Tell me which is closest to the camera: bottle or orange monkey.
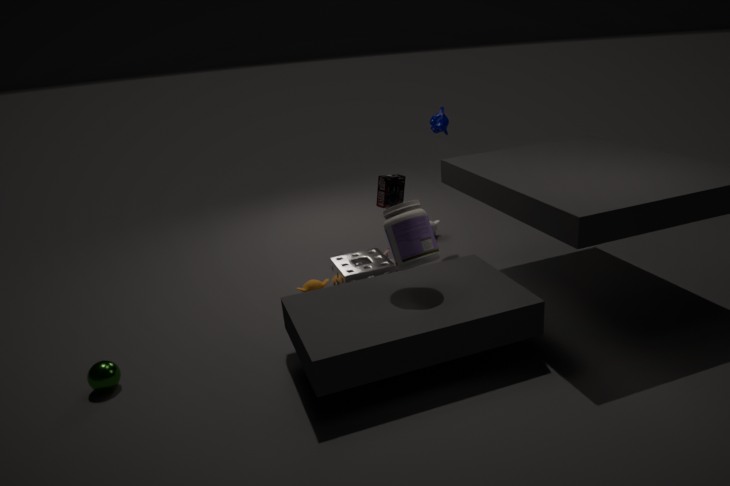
bottle
